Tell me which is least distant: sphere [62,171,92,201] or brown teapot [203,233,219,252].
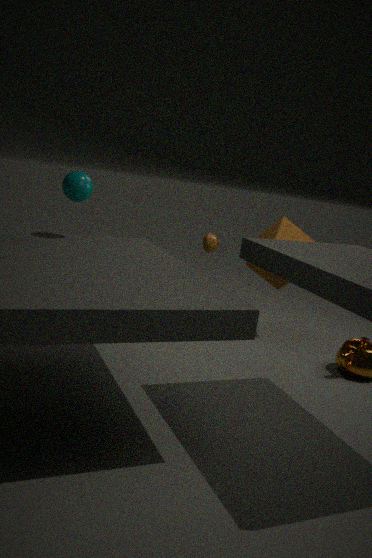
sphere [62,171,92,201]
